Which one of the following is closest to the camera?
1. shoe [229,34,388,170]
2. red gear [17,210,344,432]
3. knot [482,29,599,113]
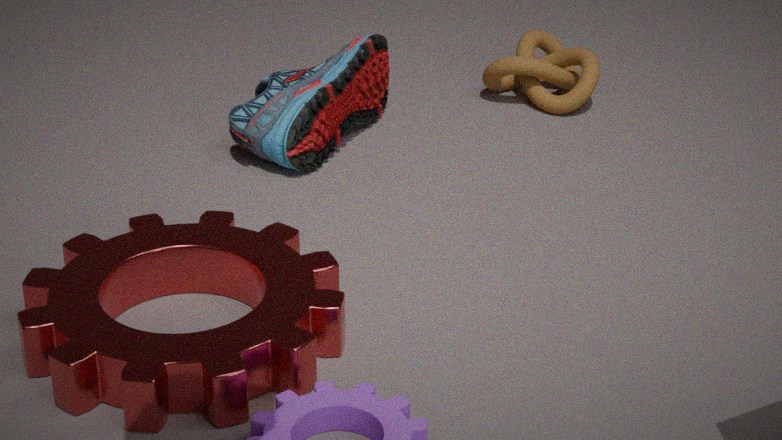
red gear [17,210,344,432]
